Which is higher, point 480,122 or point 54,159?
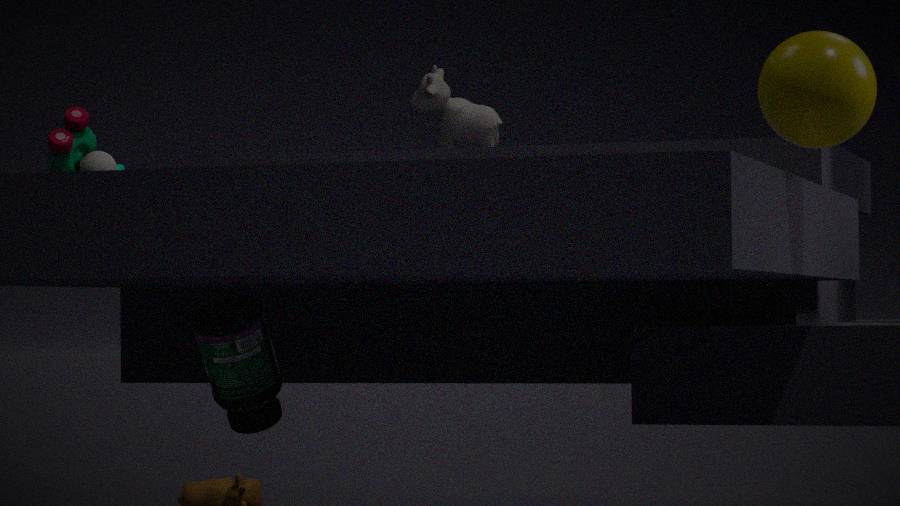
point 480,122
